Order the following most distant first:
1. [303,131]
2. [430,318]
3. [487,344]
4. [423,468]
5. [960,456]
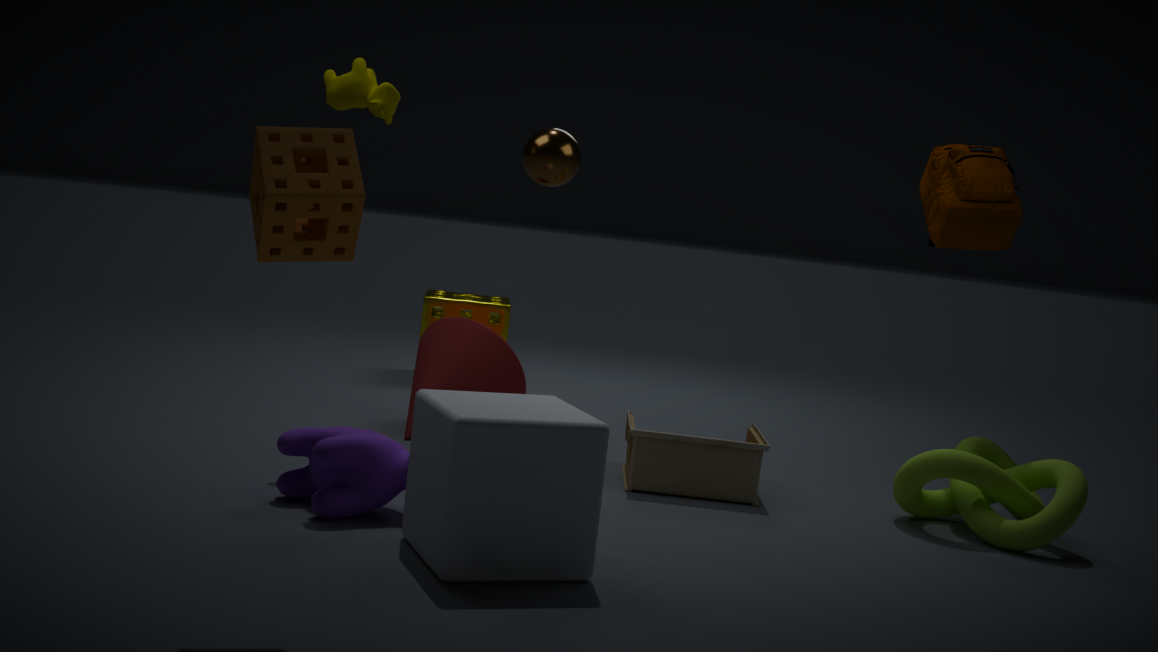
[430,318] → [487,344] → [960,456] → [423,468] → [303,131]
